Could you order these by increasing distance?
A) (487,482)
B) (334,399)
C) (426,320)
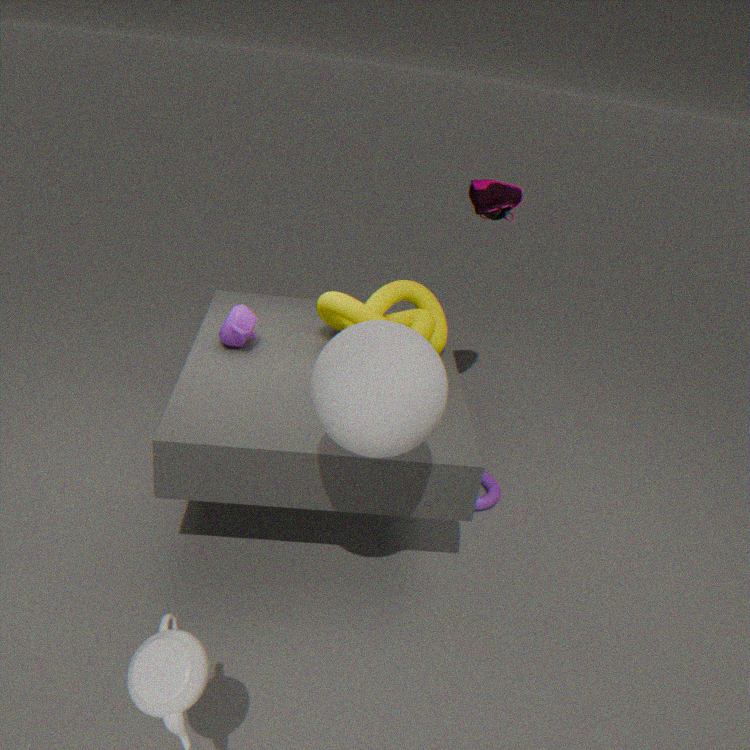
(334,399)
(426,320)
(487,482)
